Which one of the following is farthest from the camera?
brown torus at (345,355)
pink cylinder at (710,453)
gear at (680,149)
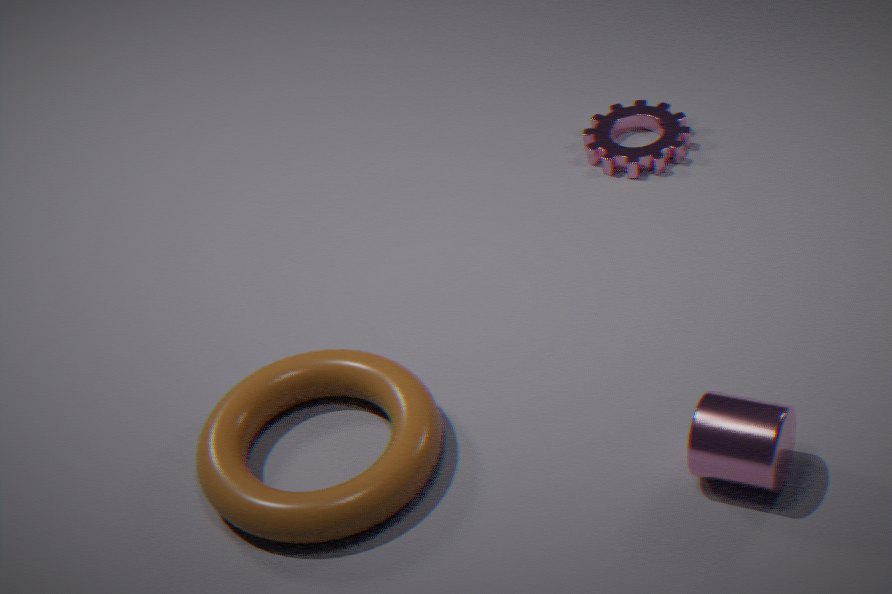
gear at (680,149)
